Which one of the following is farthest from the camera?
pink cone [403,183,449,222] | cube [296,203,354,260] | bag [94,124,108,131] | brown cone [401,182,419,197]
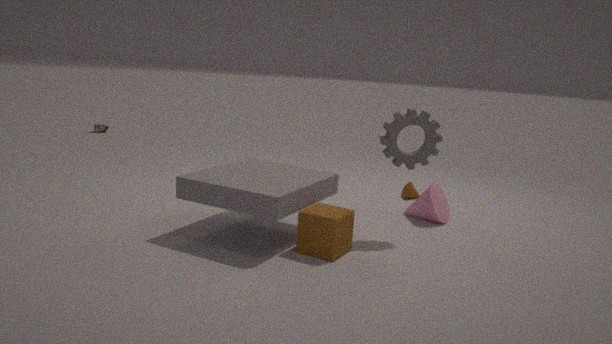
bag [94,124,108,131]
